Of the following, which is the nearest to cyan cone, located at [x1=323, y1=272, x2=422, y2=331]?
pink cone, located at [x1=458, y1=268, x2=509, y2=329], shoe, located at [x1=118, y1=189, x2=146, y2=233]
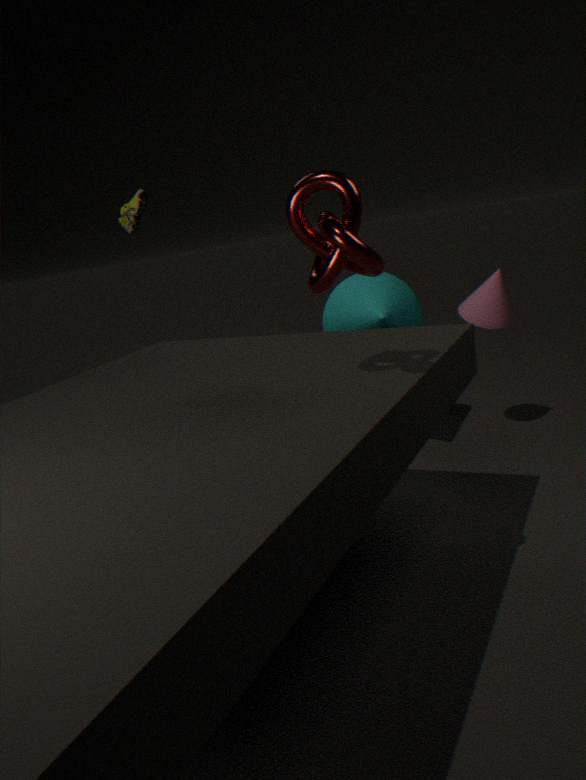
pink cone, located at [x1=458, y1=268, x2=509, y2=329]
